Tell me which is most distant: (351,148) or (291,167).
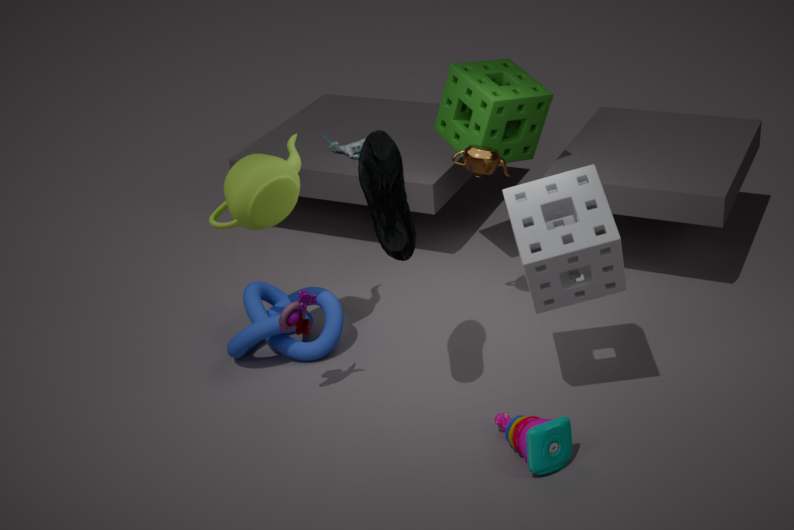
(351,148)
